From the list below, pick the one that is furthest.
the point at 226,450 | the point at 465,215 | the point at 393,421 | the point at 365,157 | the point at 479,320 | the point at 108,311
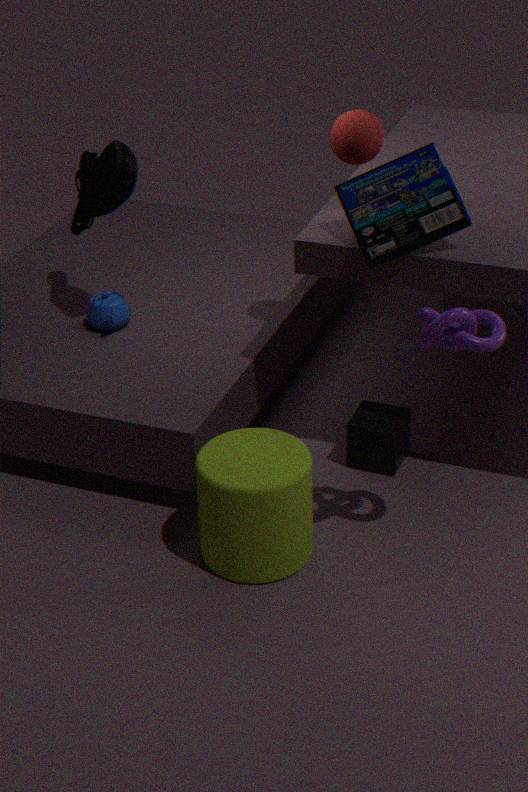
the point at 108,311
